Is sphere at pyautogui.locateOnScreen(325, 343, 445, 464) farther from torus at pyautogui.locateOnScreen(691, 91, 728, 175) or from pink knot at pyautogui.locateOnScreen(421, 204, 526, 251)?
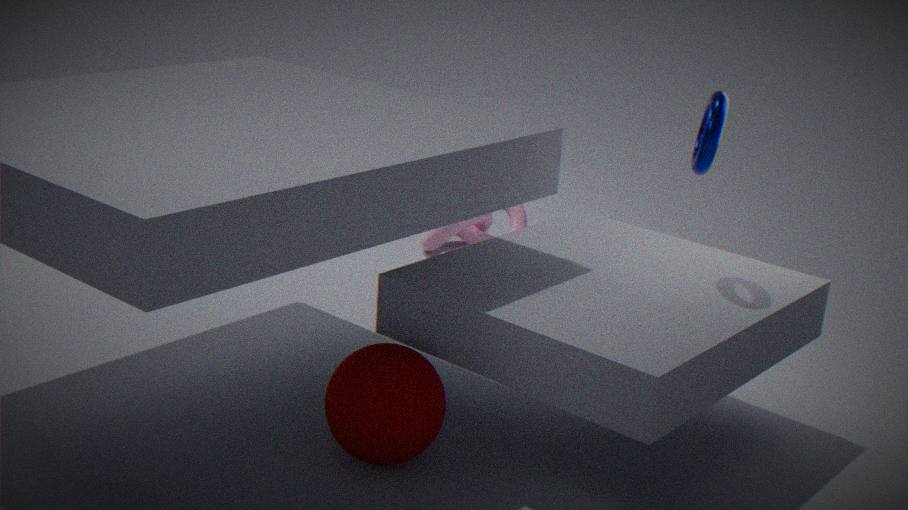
pink knot at pyautogui.locateOnScreen(421, 204, 526, 251)
